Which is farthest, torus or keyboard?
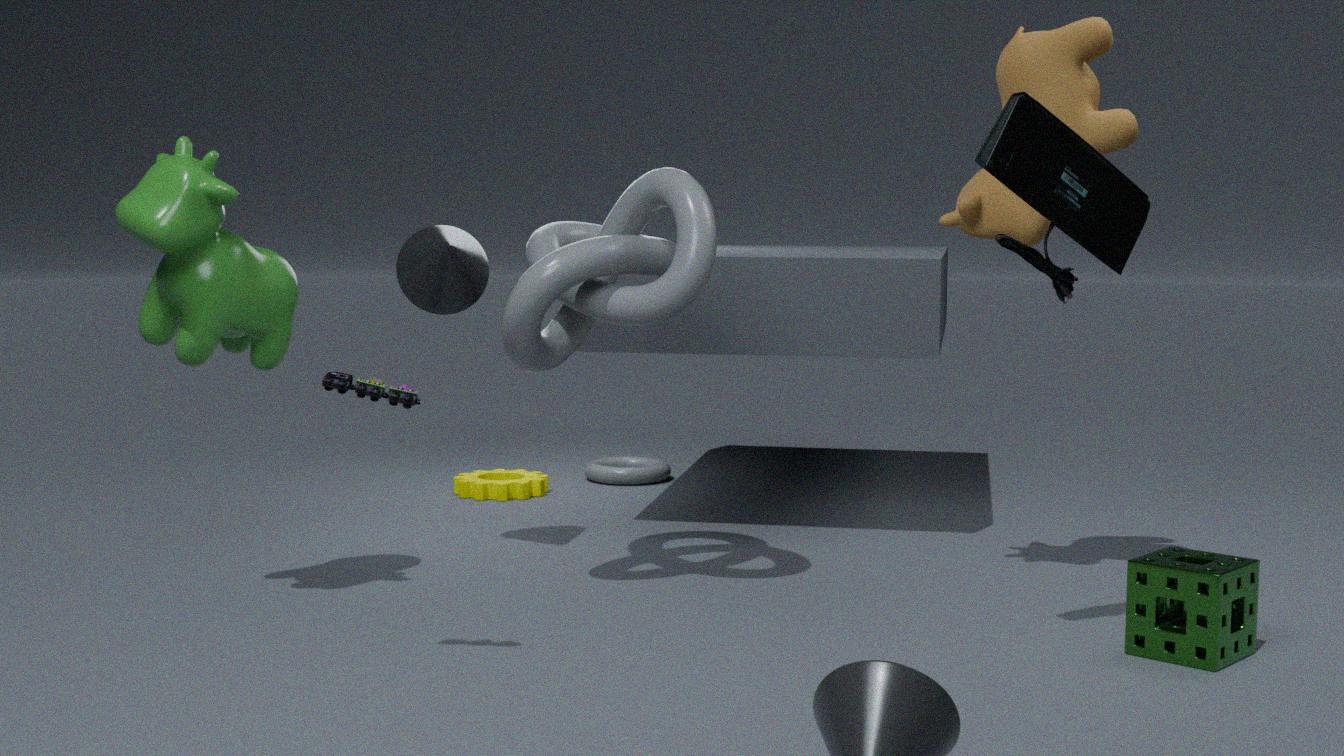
torus
